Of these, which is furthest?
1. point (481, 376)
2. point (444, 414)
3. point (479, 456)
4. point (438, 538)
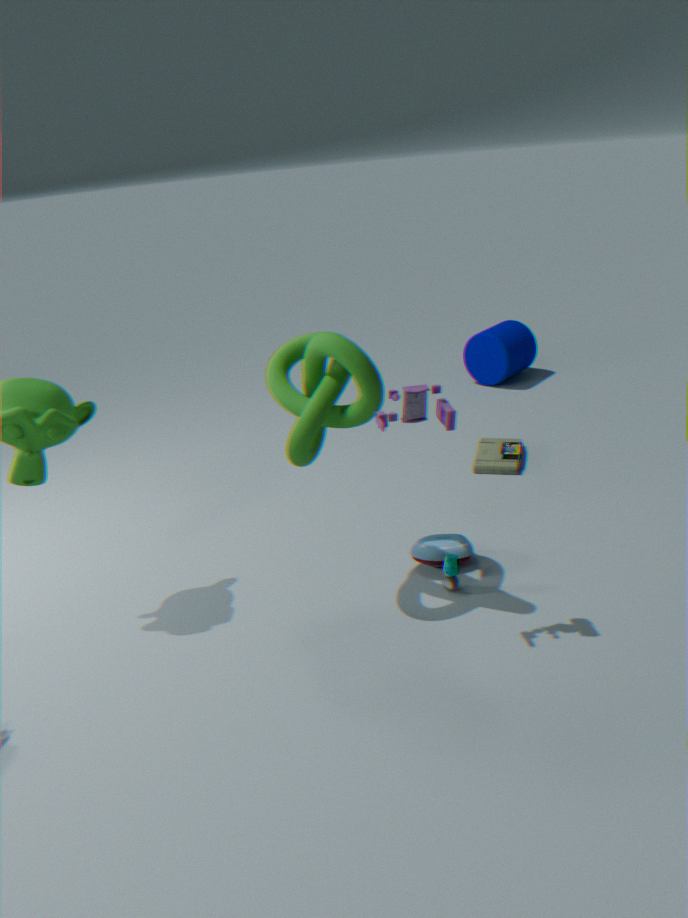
point (481, 376)
